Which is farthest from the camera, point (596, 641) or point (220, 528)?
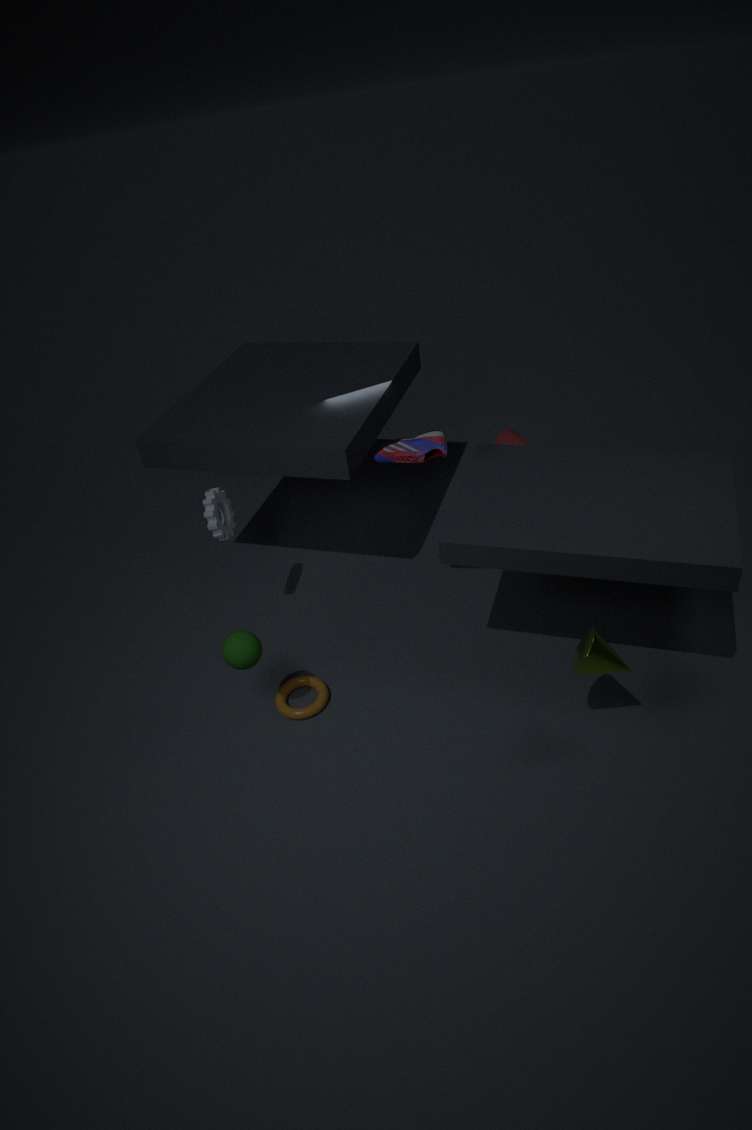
point (220, 528)
